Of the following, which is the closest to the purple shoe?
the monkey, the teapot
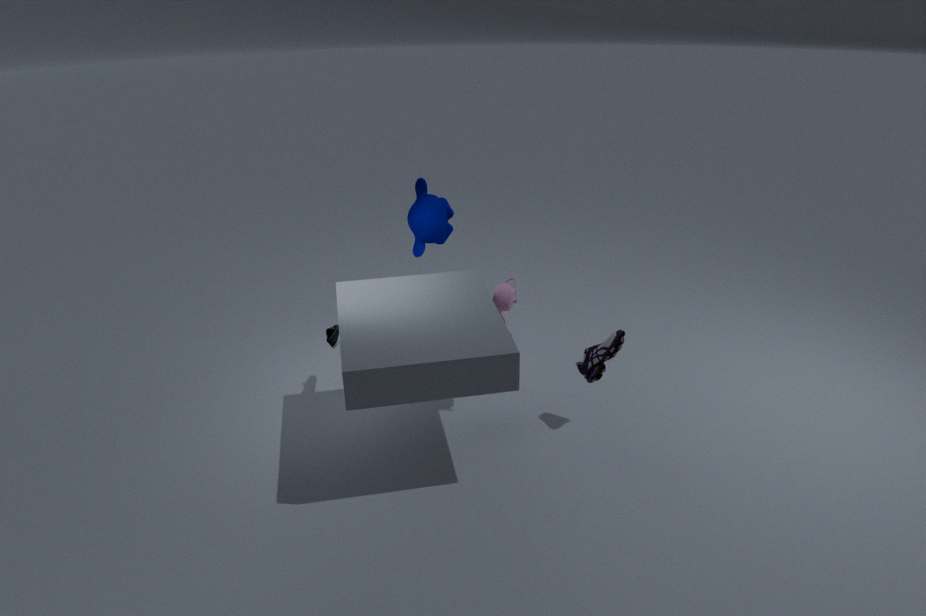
the teapot
